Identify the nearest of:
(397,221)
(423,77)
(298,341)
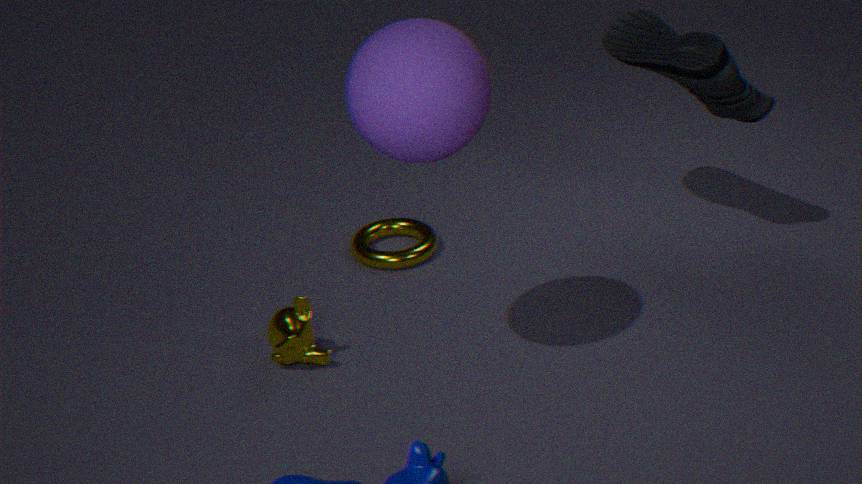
(423,77)
